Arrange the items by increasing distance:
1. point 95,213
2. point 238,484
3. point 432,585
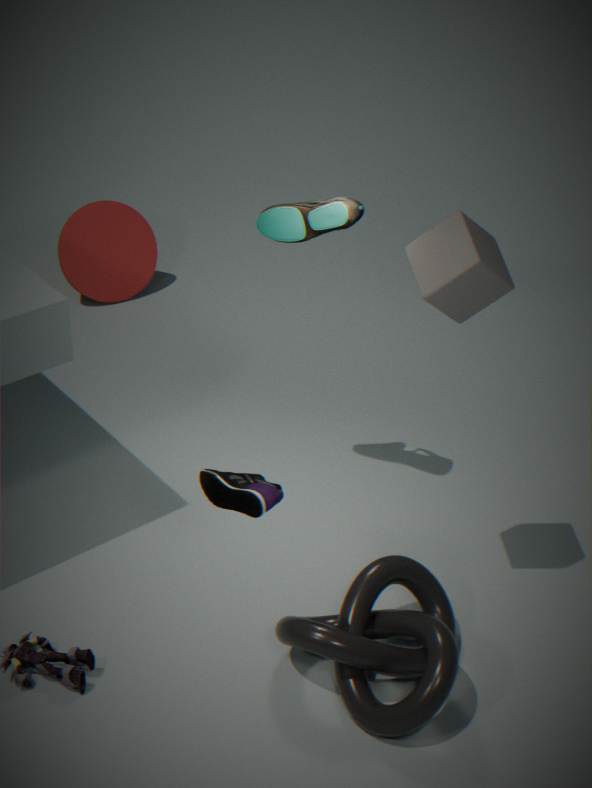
1. point 238,484
2. point 432,585
3. point 95,213
